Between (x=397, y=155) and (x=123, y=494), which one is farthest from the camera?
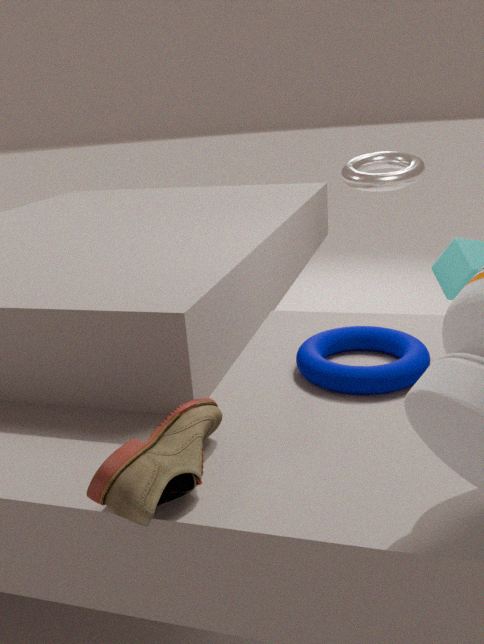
(x=397, y=155)
